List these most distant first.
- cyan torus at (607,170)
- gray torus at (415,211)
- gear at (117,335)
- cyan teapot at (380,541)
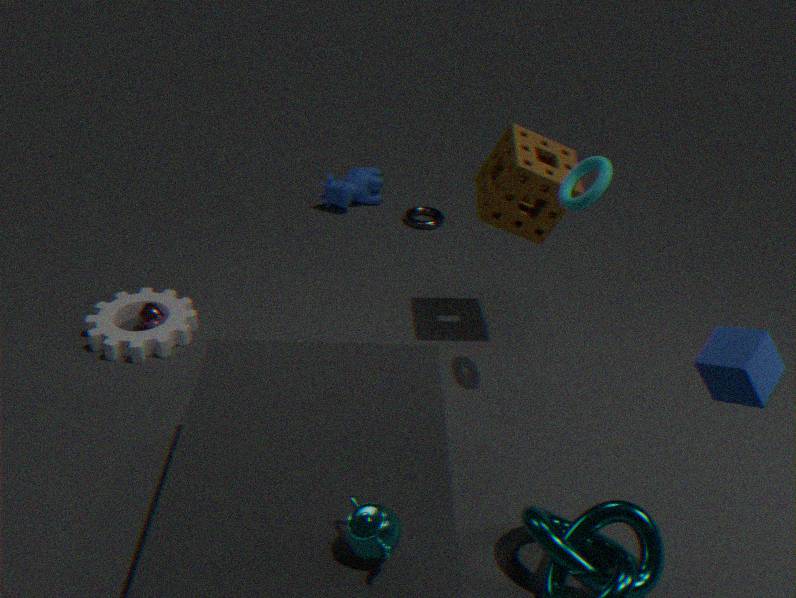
A: 1. gray torus at (415,211)
2. gear at (117,335)
3. cyan torus at (607,170)
4. cyan teapot at (380,541)
